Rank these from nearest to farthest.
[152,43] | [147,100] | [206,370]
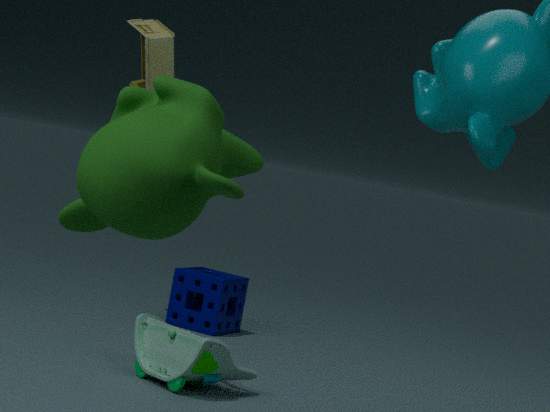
[147,100] < [206,370] < [152,43]
